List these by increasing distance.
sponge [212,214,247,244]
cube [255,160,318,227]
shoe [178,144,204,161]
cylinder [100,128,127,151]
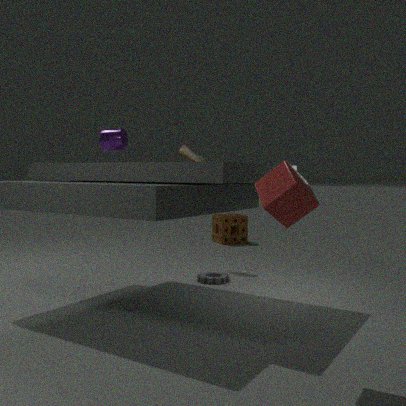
cube [255,160,318,227], cylinder [100,128,127,151], shoe [178,144,204,161], sponge [212,214,247,244]
